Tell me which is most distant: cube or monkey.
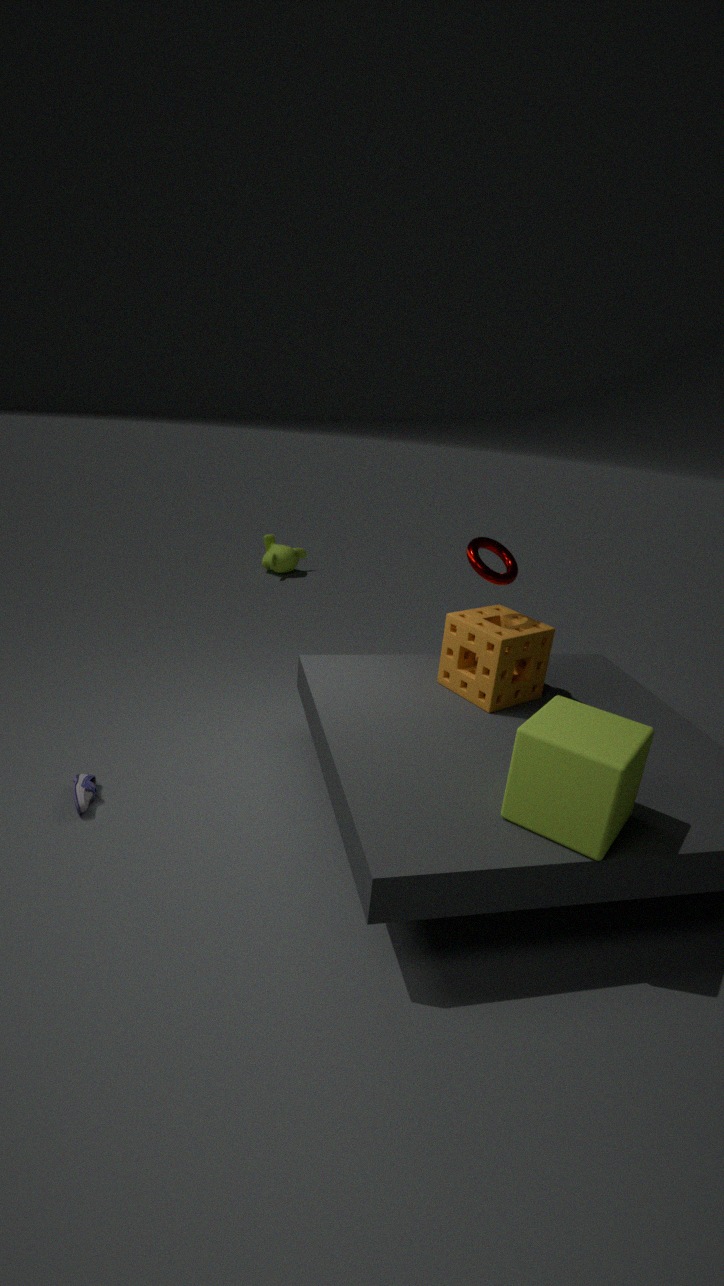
monkey
